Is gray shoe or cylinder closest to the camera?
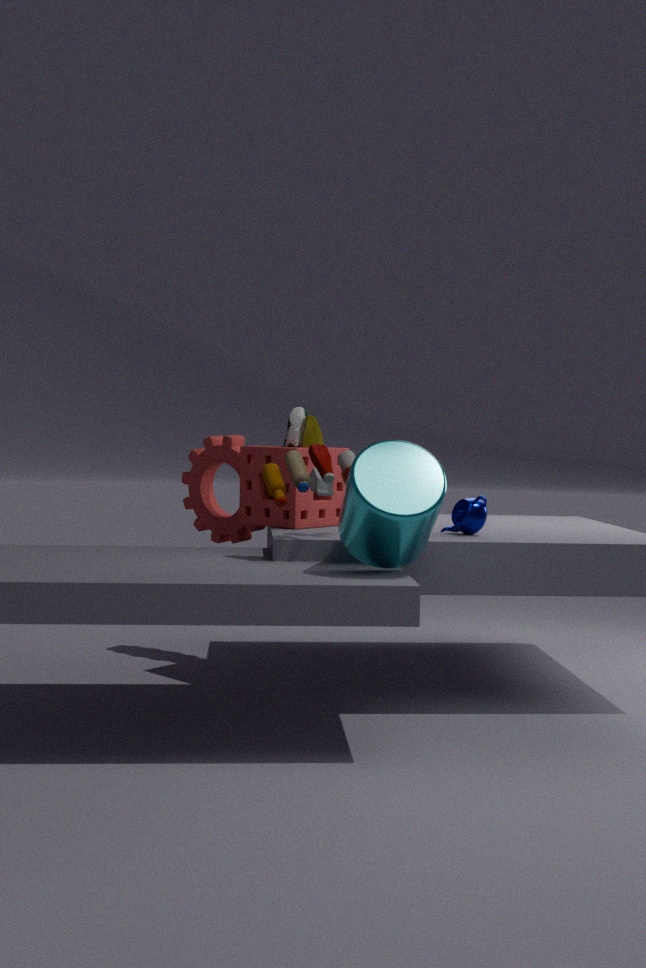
cylinder
